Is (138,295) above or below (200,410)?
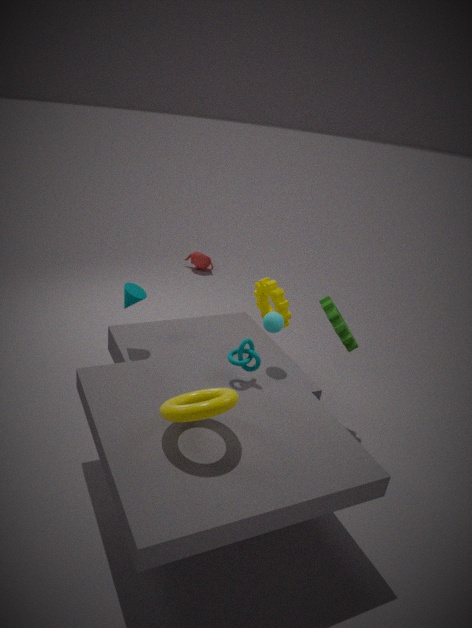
above
